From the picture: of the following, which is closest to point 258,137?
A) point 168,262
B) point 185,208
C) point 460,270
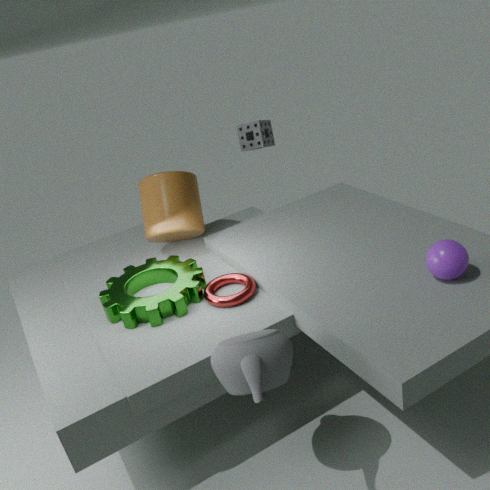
point 185,208
